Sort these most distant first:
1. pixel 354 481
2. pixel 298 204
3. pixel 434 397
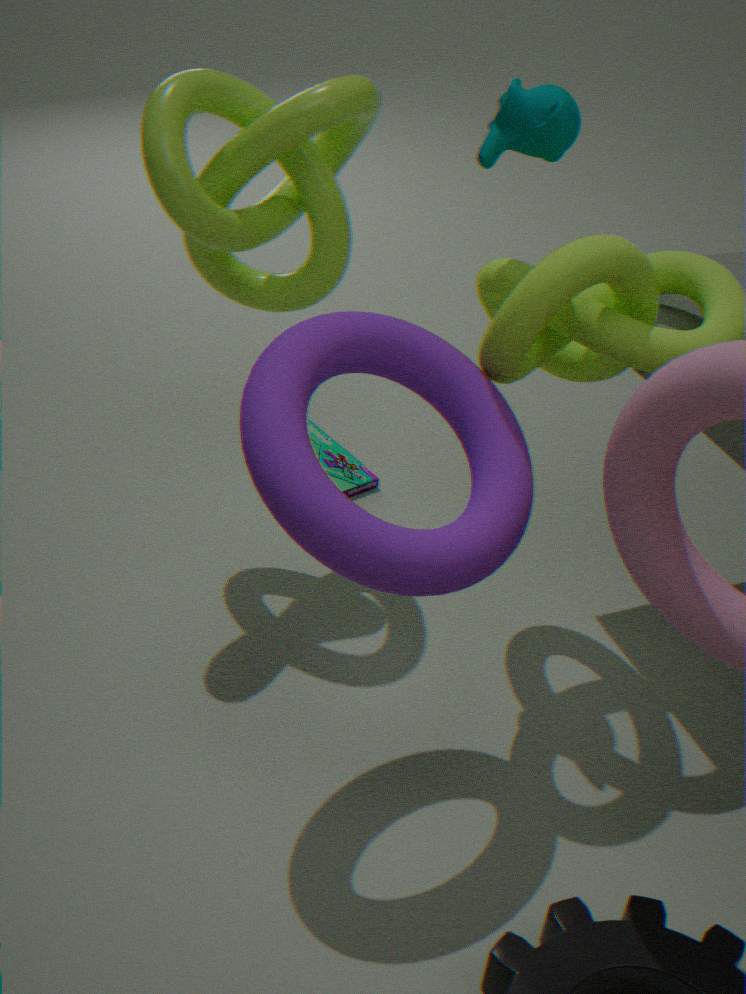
pixel 354 481
pixel 298 204
pixel 434 397
